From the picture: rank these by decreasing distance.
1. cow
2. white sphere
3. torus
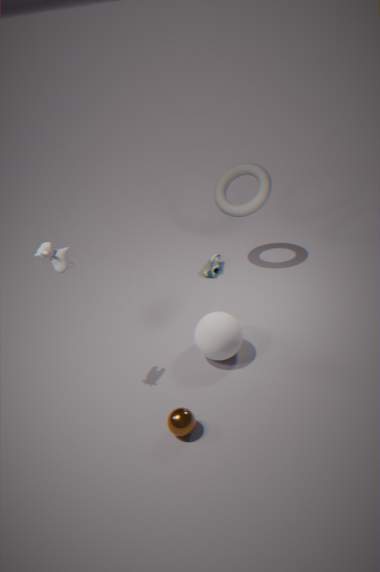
torus, white sphere, cow
